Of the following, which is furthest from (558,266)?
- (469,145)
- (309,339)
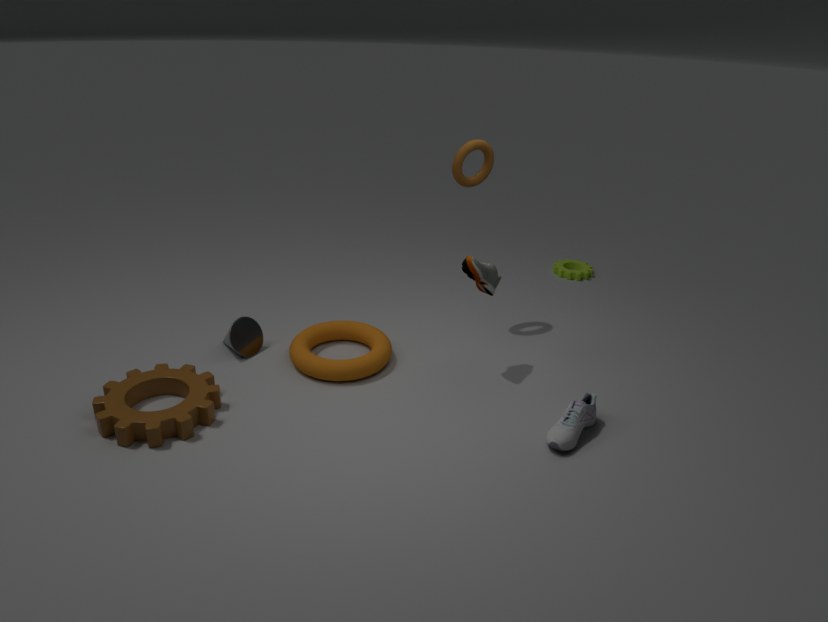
(309,339)
